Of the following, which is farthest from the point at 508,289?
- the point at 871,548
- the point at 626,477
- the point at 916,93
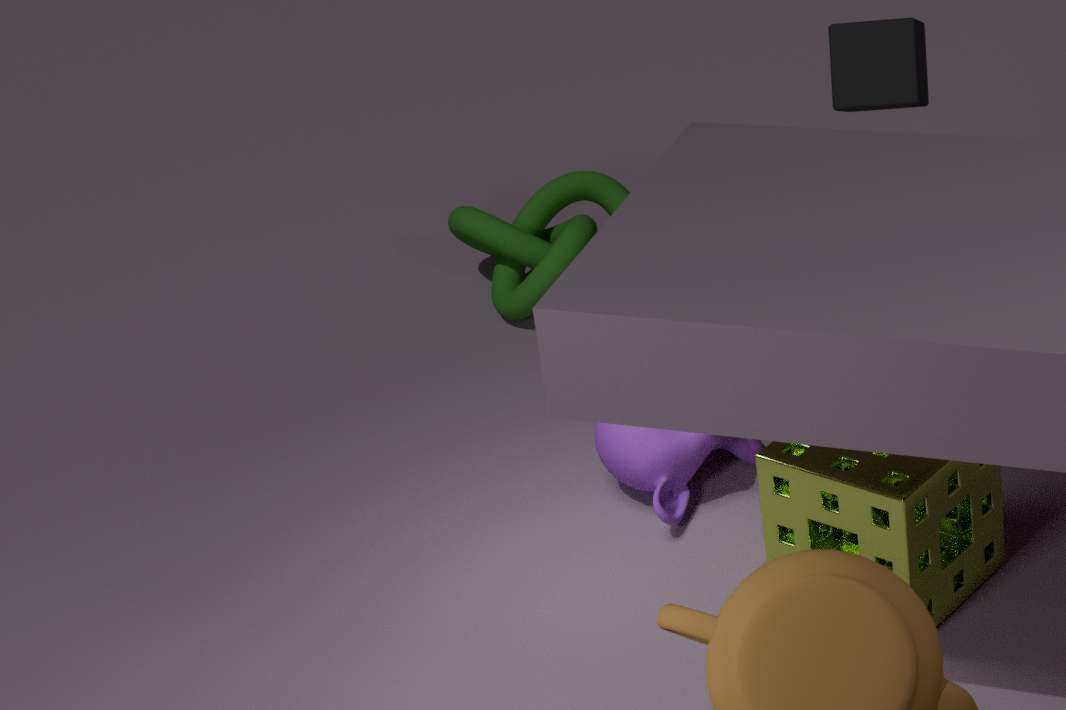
the point at 871,548
